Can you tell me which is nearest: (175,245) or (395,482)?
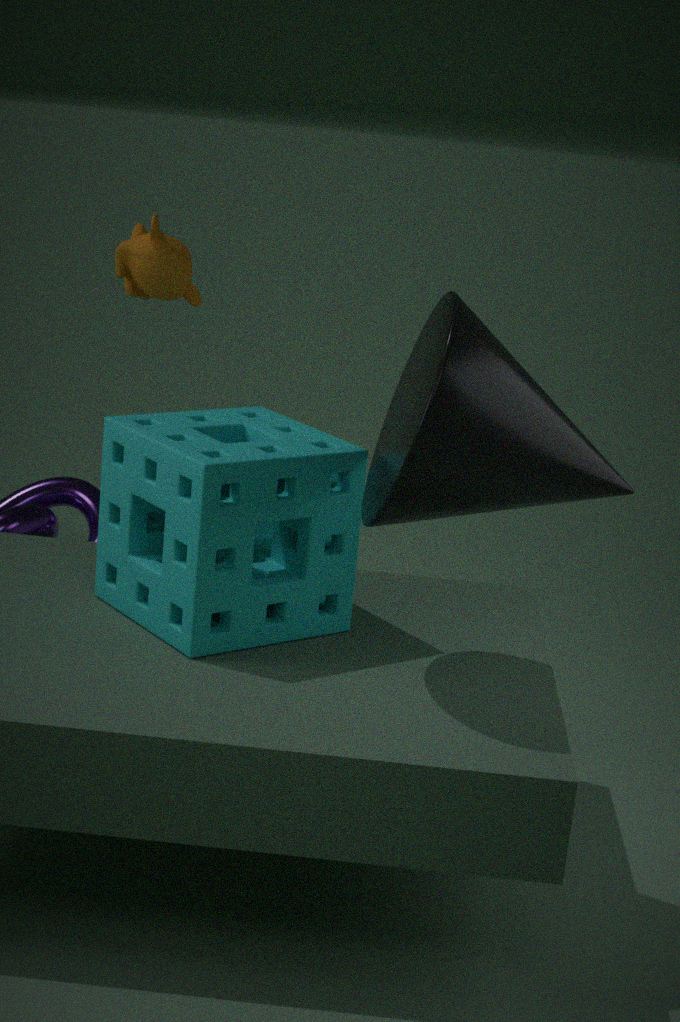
(395,482)
